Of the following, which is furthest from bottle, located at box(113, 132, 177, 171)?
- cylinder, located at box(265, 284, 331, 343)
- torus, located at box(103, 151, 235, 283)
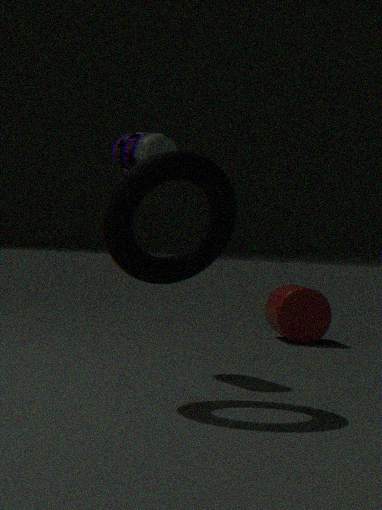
cylinder, located at box(265, 284, 331, 343)
